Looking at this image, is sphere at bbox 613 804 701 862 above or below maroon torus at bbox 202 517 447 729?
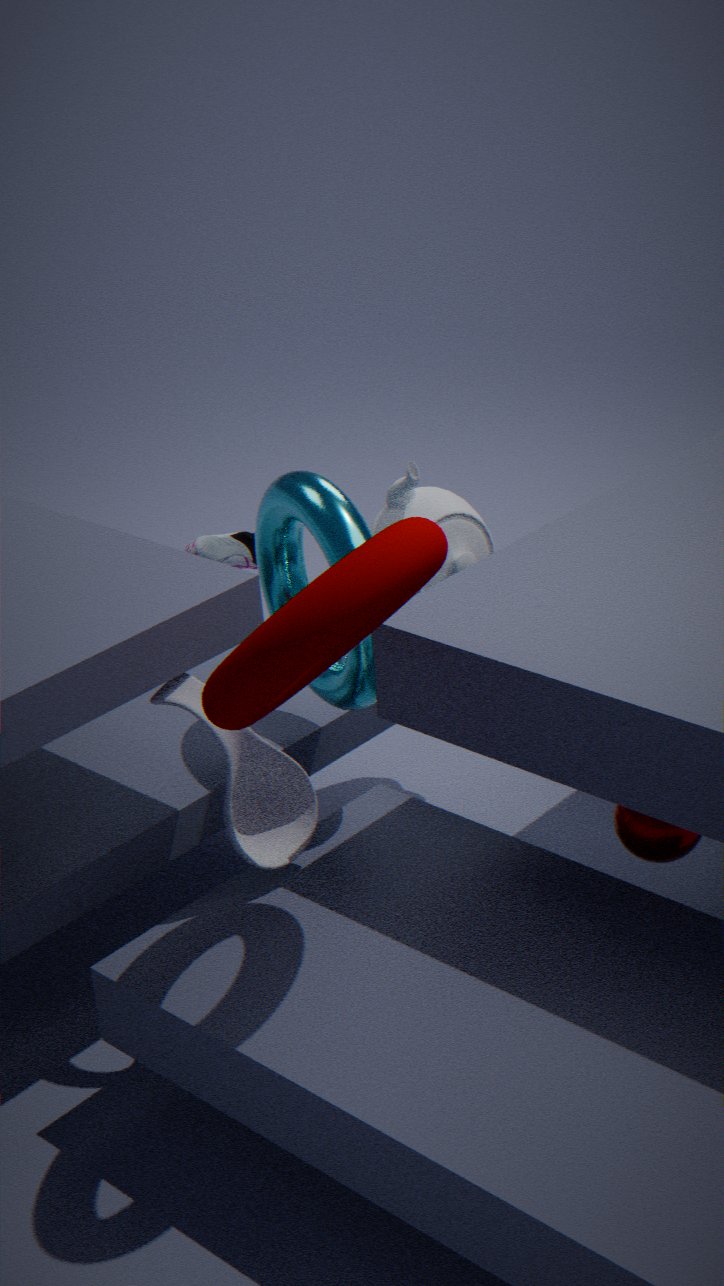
below
